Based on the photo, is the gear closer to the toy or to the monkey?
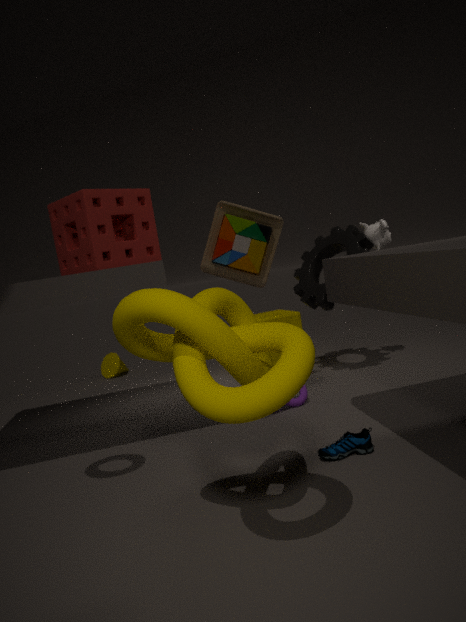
the monkey
